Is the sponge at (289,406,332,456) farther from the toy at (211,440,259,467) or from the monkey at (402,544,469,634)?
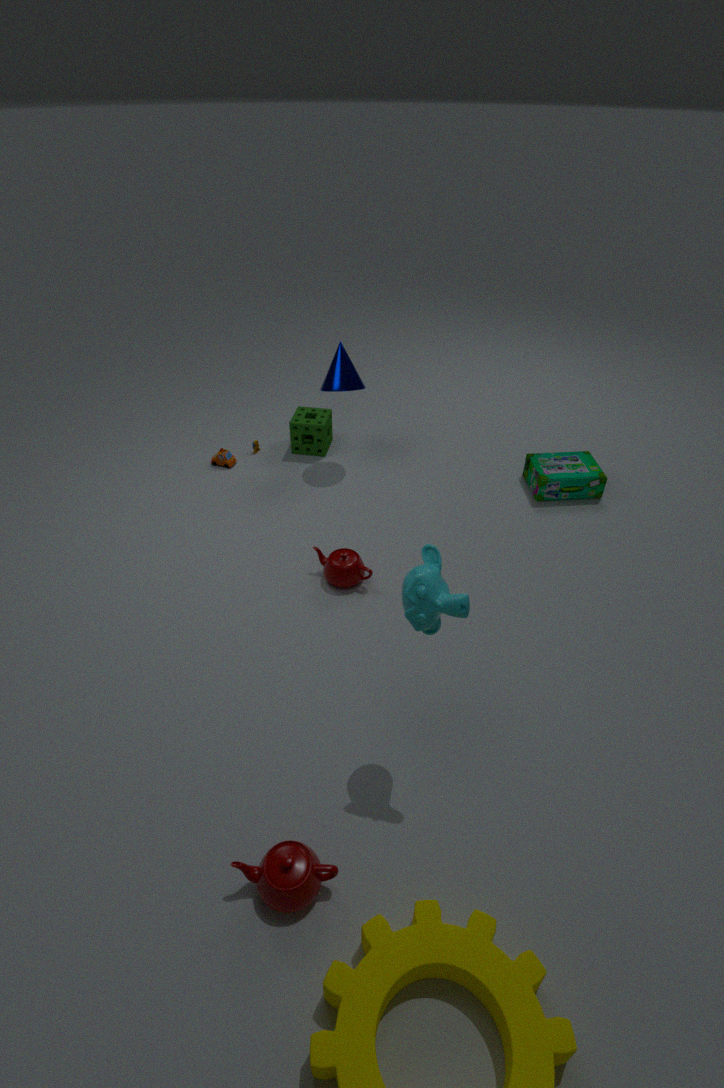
the monkey at (402,544,469,634)
